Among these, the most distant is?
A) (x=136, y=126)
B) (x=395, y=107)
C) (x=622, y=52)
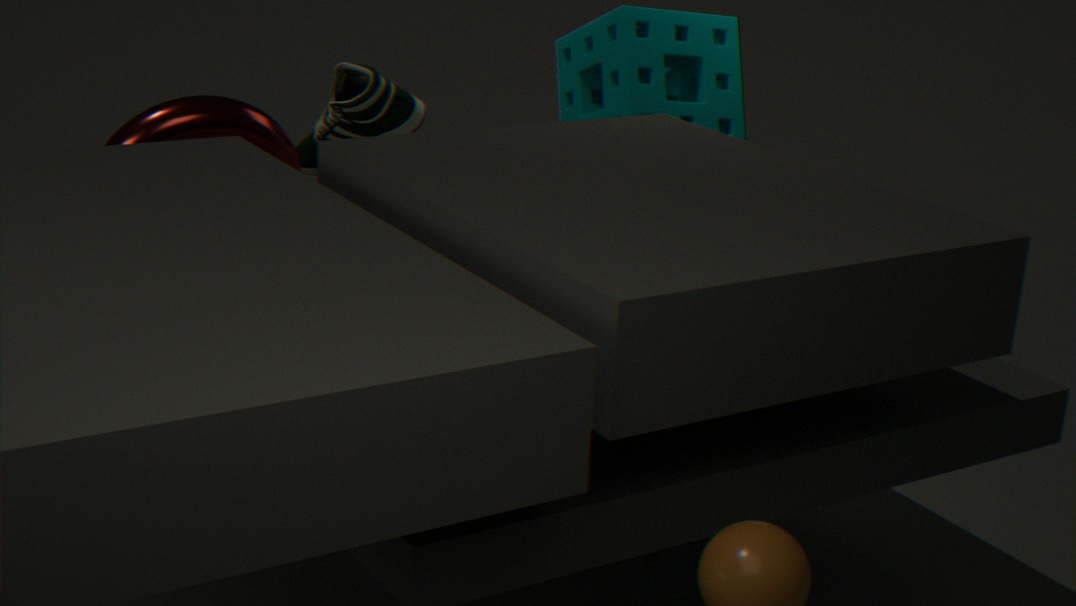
(x=622, y=52)
